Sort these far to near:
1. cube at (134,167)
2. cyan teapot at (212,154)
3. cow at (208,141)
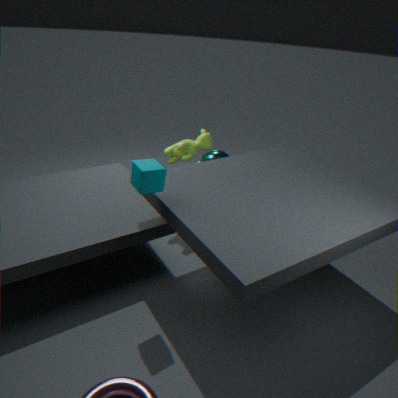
cyan teapot at (212,154) < cow at (208,141) < cube at (134,167)
